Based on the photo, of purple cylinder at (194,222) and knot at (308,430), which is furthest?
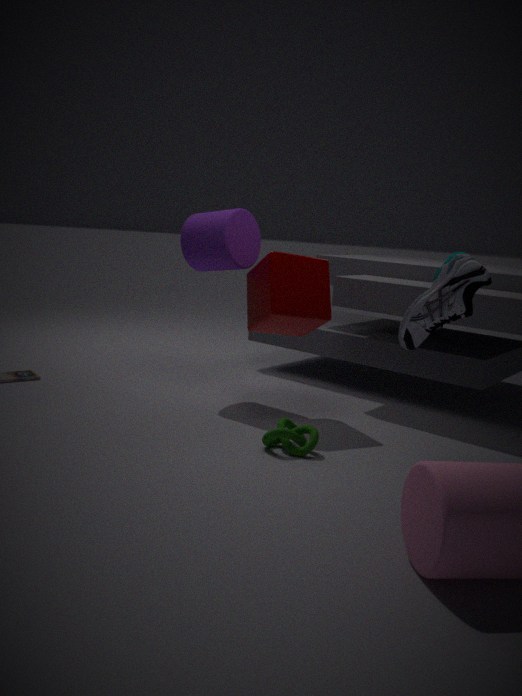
purple cylinder at (194,222)
